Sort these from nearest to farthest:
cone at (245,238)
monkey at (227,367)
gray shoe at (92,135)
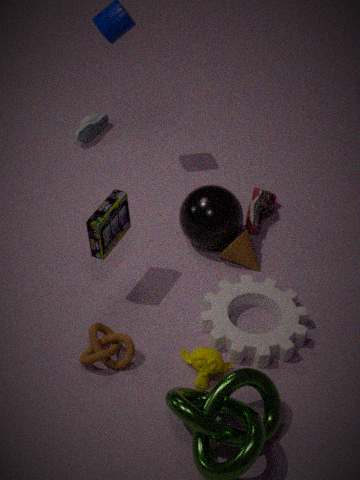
monkey at (227,367)
cone at (245,238)
gray shoe at (92,135)
